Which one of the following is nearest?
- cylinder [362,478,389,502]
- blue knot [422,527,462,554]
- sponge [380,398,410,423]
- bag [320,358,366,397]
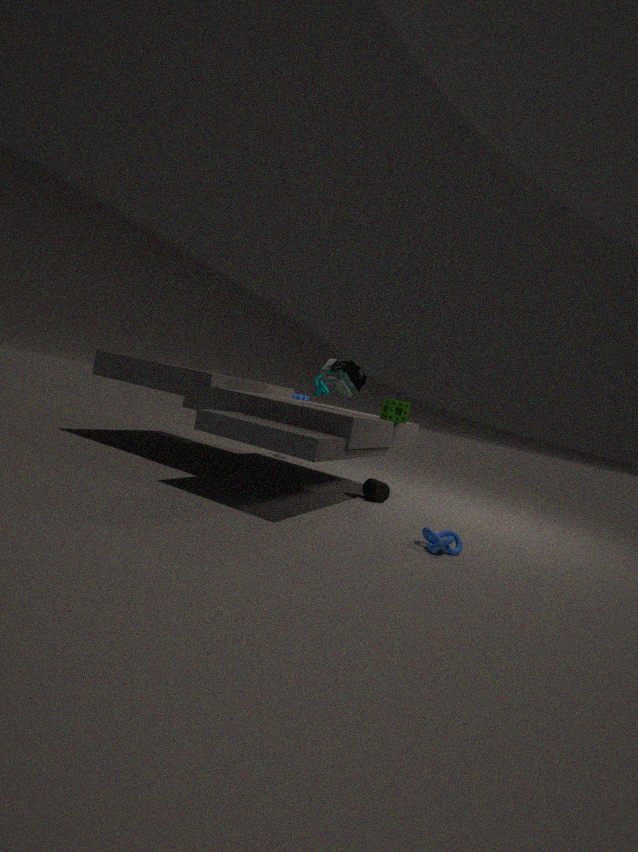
blue knot [422,527,462,554]
